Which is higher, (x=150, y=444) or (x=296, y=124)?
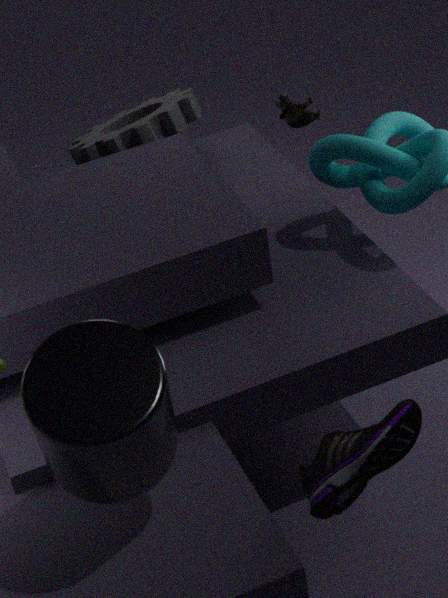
(x=150, y=444)
